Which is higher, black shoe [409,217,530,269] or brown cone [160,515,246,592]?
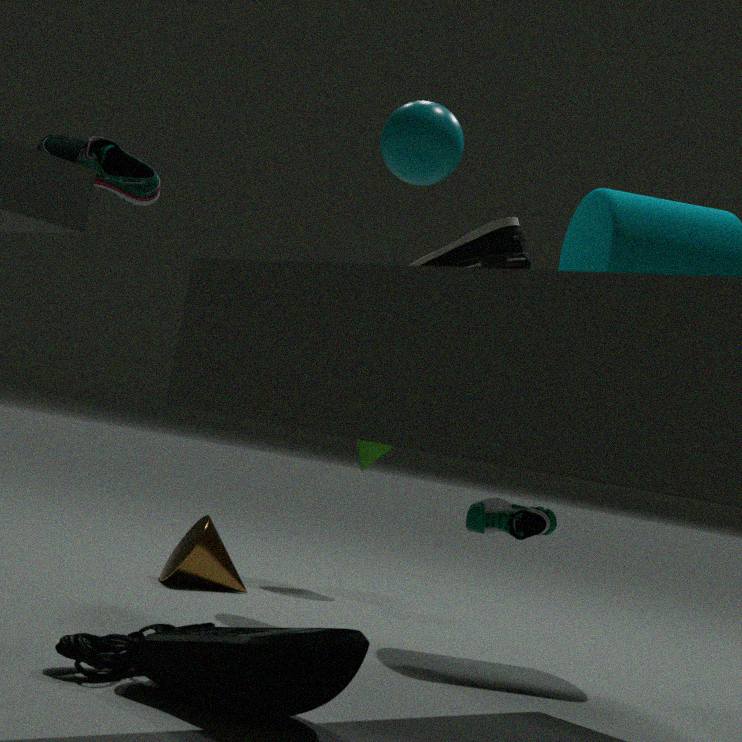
black shoe [409,217,530,269]
